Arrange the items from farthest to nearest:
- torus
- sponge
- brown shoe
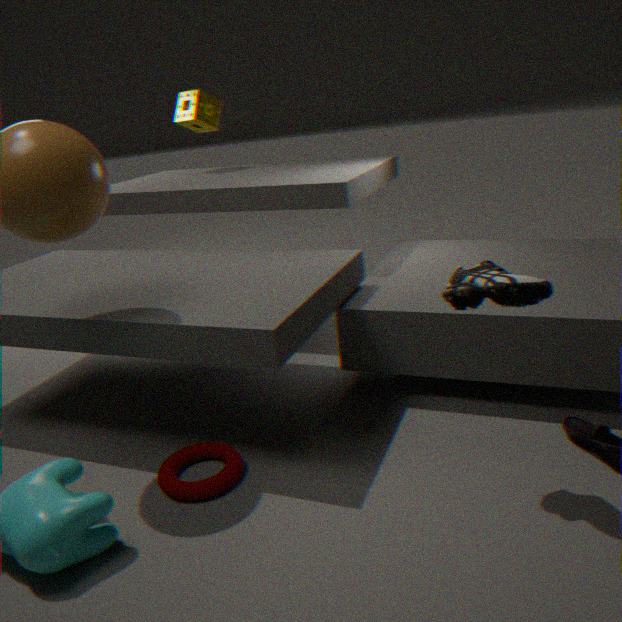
1. sponge
2. torus
3. brown shoe
